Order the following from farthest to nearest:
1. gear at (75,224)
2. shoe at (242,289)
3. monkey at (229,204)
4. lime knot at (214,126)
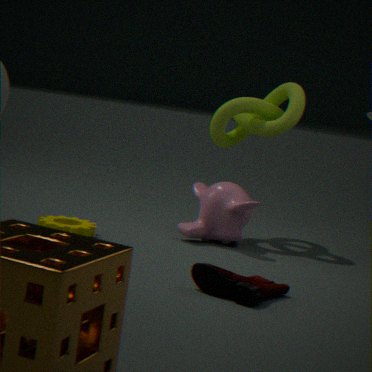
lime knot at (214,126)
monkey at (229,204)
gear at (75,224)
shoe at (242,289)
